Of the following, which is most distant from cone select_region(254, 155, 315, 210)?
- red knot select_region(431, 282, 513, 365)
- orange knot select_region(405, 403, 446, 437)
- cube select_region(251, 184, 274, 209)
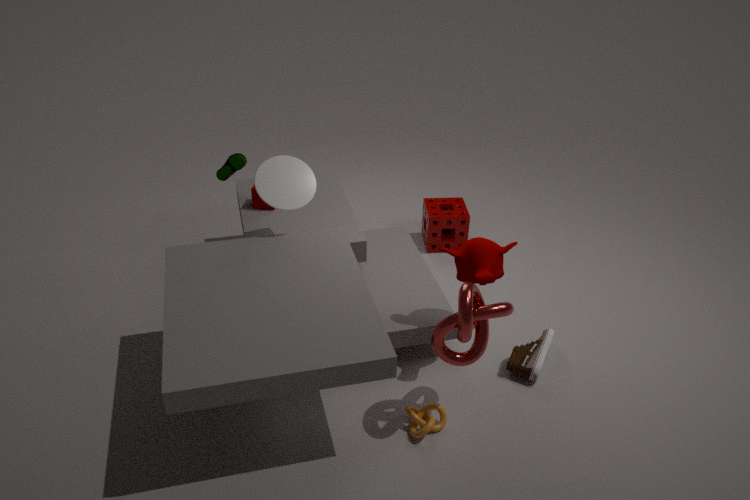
orange knot select_region(405, 403, 446, 437)
